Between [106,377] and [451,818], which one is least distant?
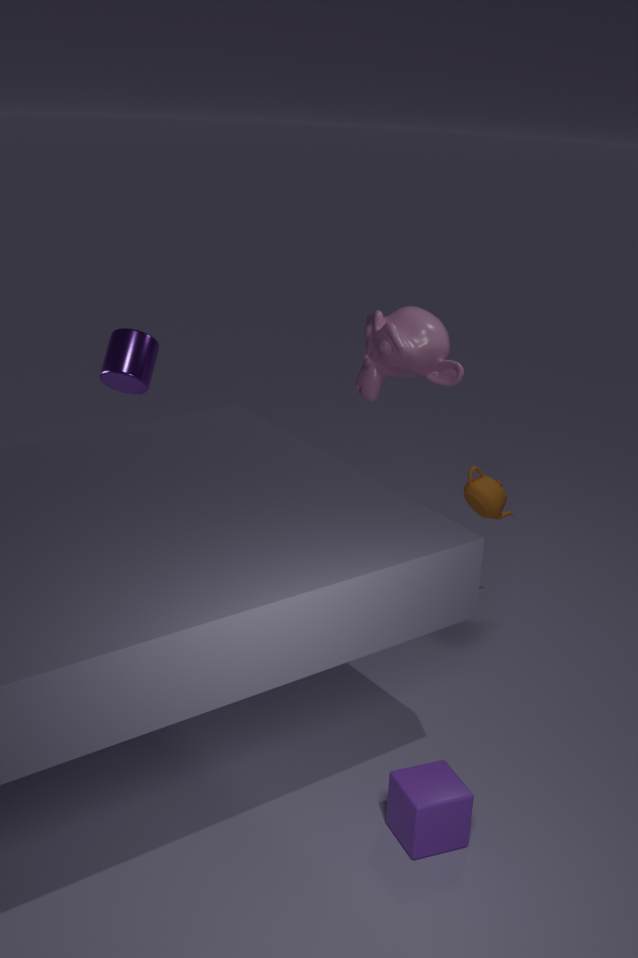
[451,818]
